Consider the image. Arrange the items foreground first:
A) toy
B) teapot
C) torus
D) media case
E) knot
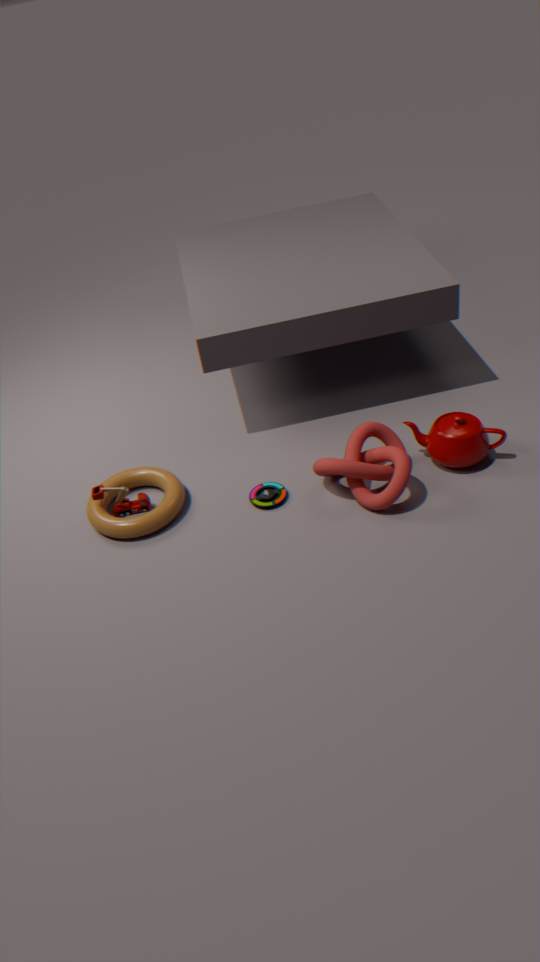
1. knot
2. torus
3. teapot
4. media case
5. toy
